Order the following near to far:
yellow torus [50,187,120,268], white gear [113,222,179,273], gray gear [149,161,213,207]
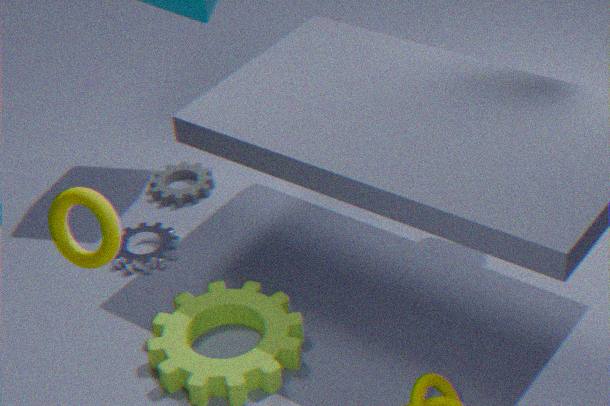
yellow torus [50,187,120,268] < white gear [113,222,179,273] < gray gear [149,161,213,207]
